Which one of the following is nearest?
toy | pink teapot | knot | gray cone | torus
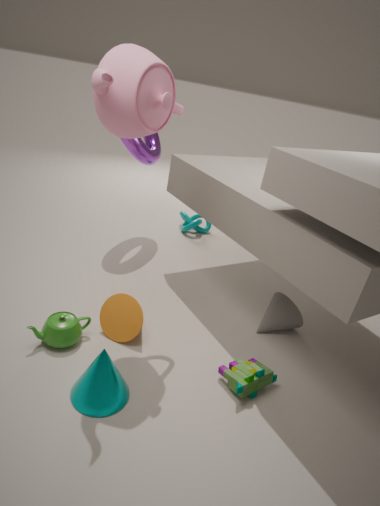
pink teapot
